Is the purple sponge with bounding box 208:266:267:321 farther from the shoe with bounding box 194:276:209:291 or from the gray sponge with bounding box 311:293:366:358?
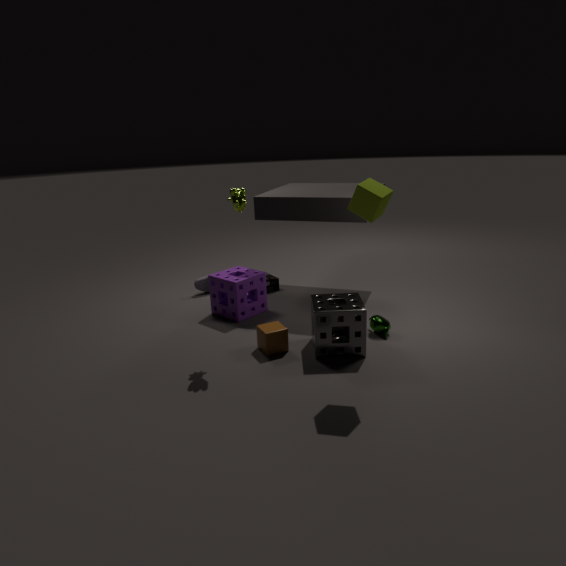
the gray sponge with bounding box 311:293:366:358
